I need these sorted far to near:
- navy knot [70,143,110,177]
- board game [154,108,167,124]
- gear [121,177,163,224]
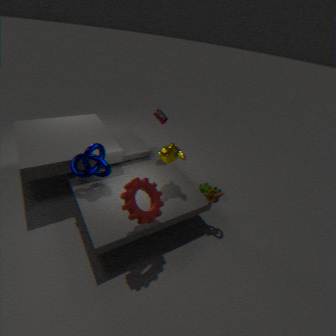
board game [154,108,167,124], navy knot [70,143,110,177], gear [121,177,163,224]
